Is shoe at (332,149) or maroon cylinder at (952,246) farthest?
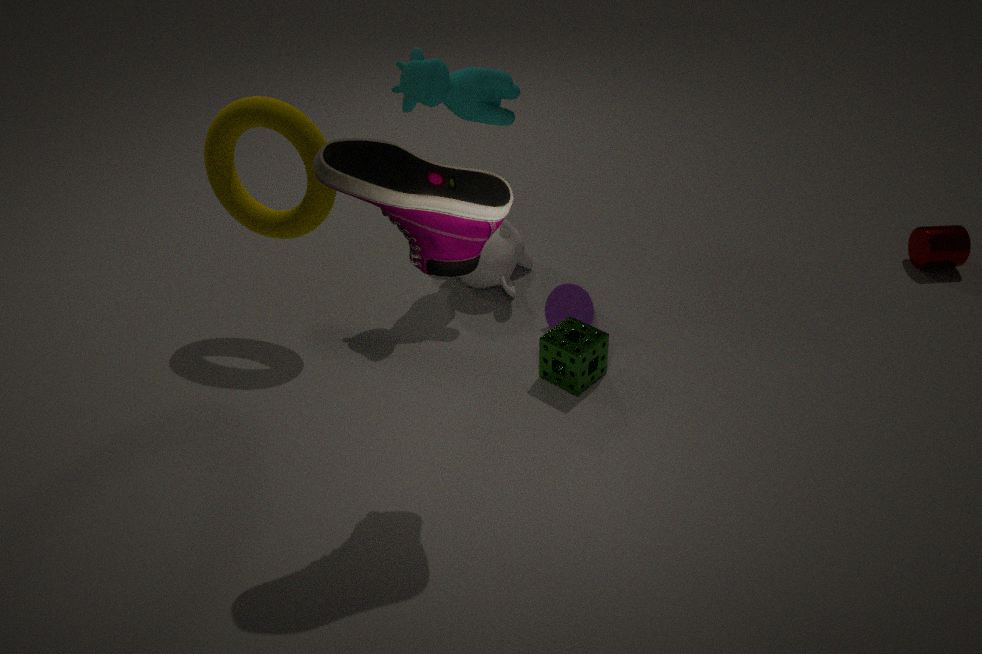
maroon cylinder at (952,246)
